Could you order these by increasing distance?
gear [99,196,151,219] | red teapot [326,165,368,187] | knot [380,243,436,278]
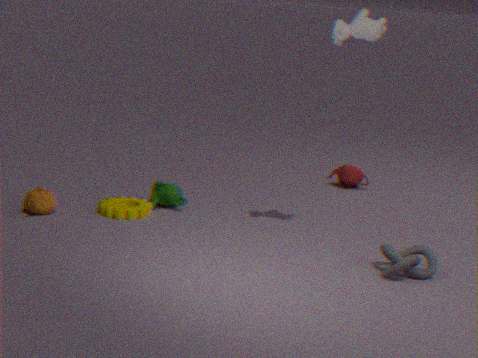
knot [380,243,436,278]
gear [99,196,151,219]
red teapot [326,165,368,187]
